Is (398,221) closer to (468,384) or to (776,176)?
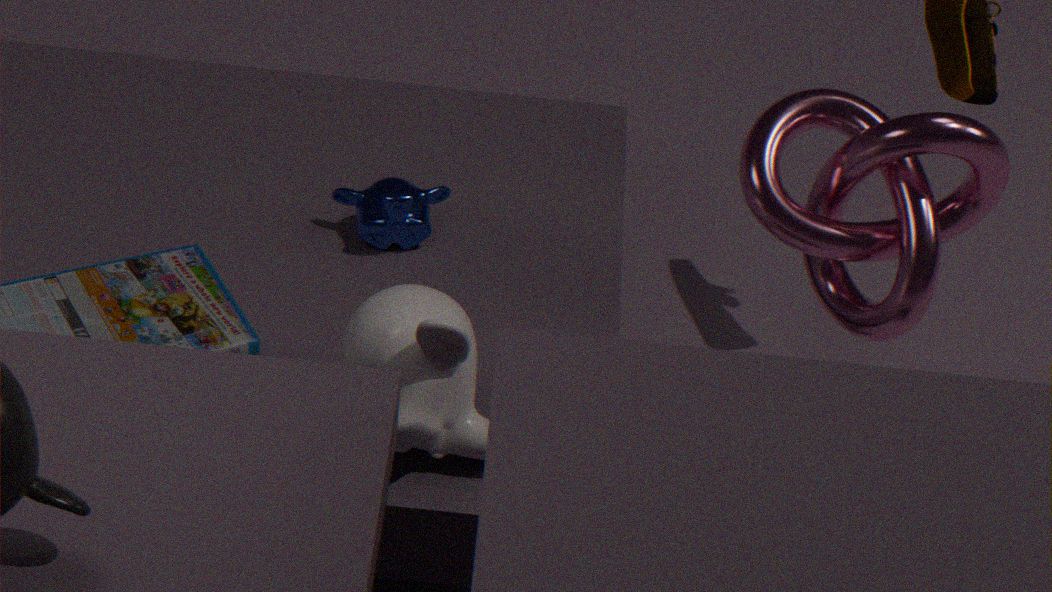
(468,384)
